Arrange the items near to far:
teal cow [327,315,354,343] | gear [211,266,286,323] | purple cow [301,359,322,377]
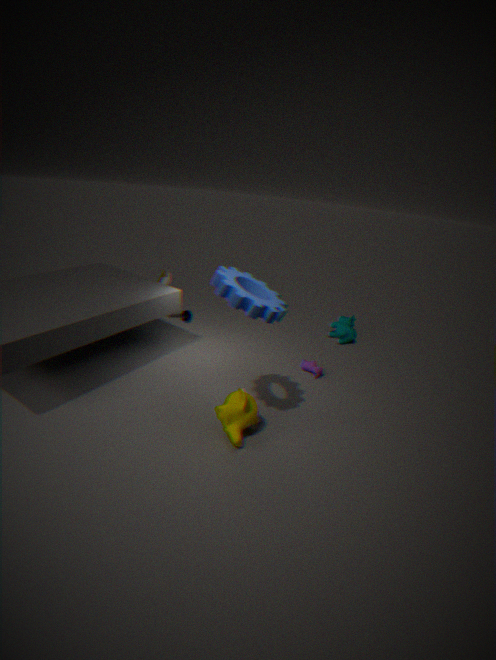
1. gear [211,266,286,323]
2. purple cow [301,359,322,377]
3. teal cow [327,315,354,343]
